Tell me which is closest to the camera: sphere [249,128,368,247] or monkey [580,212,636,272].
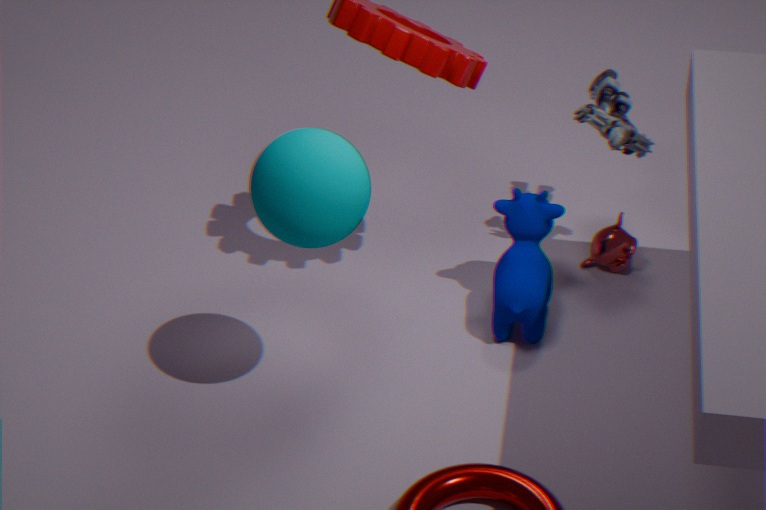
sphere [249,128,368,247]
